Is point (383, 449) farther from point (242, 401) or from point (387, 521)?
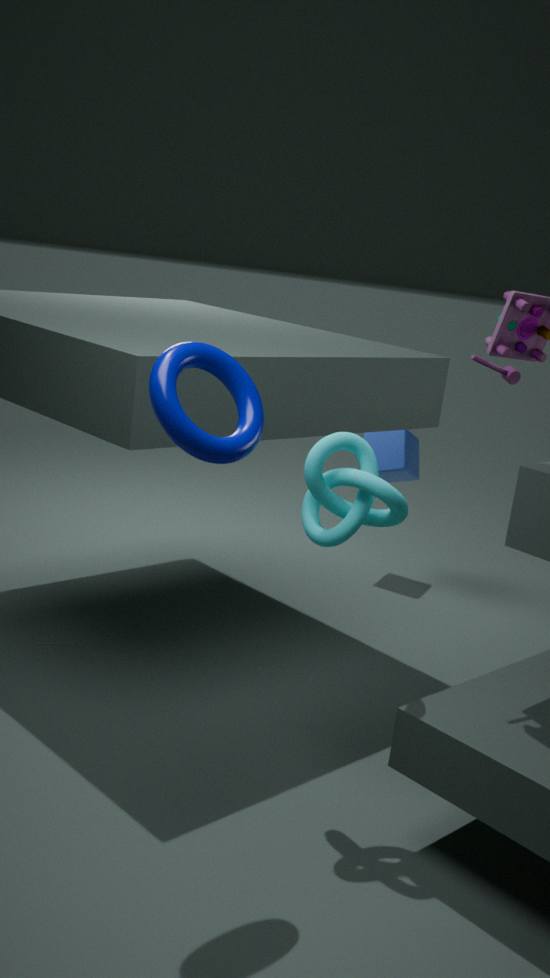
point (242, 401)
